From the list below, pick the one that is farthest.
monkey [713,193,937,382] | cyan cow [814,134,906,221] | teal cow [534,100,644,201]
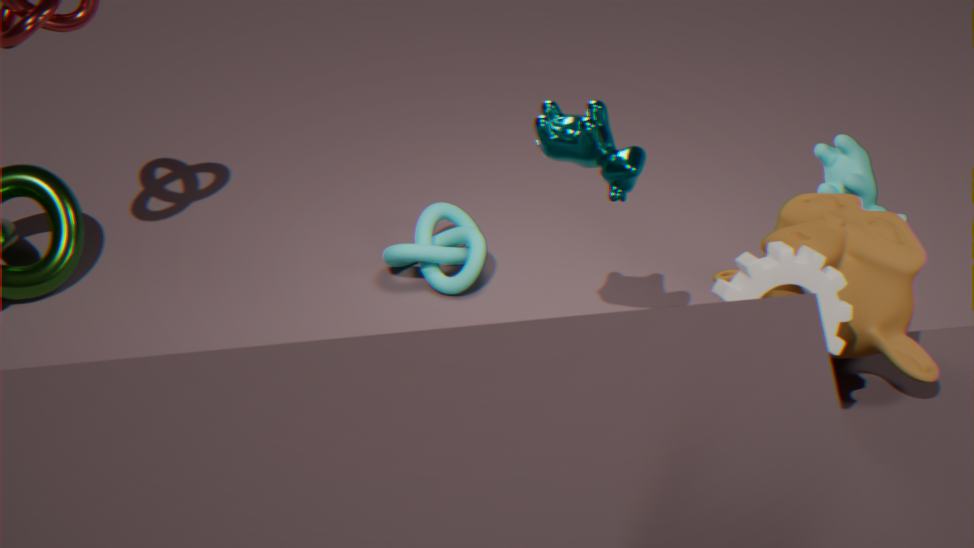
cyan cow [814,134,906,221]
